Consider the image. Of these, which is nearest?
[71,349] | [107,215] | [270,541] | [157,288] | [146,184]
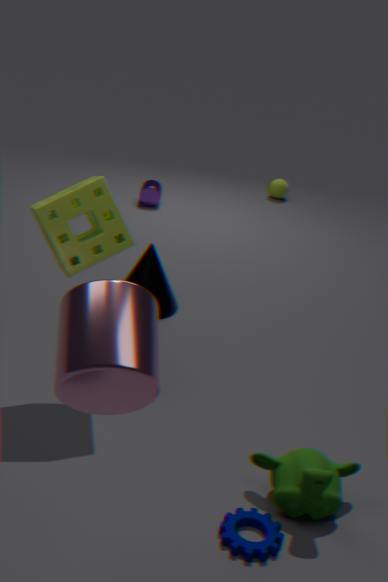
[71,349]
